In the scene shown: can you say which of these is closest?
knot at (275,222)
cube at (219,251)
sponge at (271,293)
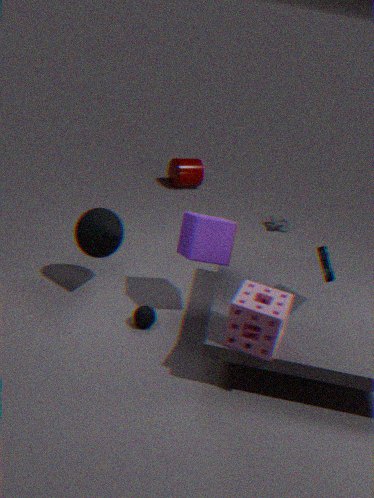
sponge at (271,293)
